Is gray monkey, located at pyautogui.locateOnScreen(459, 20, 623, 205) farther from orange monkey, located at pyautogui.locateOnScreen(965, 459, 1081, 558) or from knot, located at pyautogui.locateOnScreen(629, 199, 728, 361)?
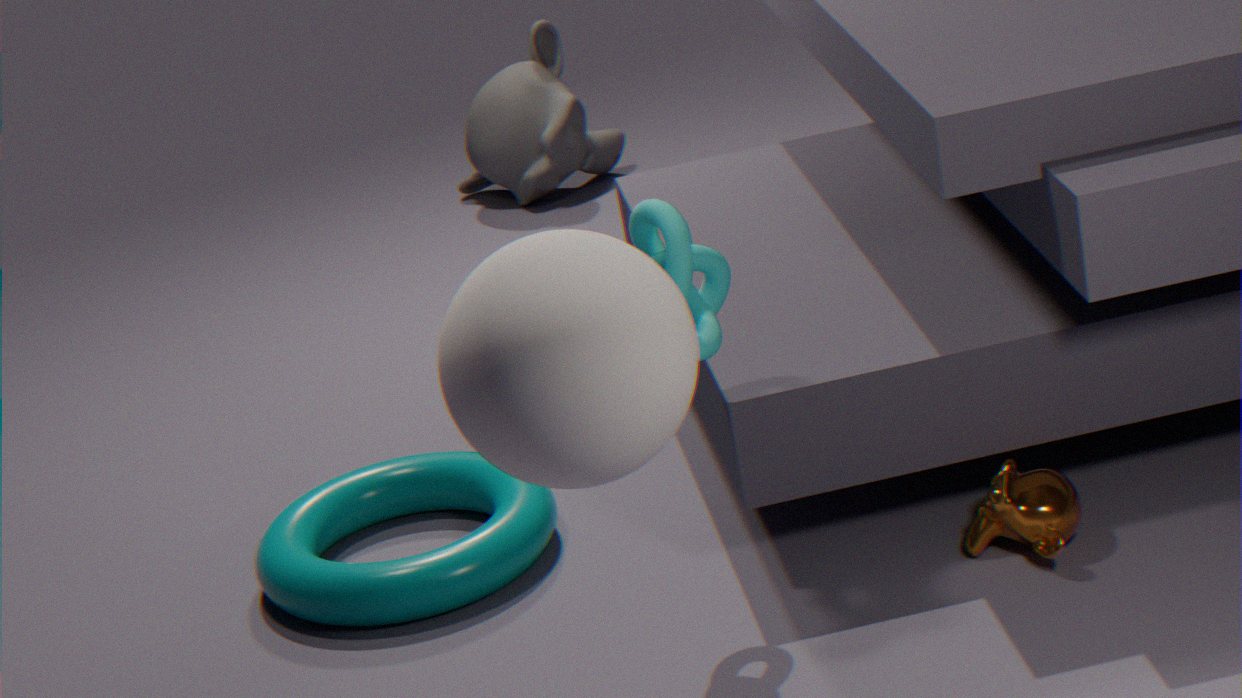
orange monkey, located at pyautogui.locateOnScreen(965, 459, 1081, 558)
